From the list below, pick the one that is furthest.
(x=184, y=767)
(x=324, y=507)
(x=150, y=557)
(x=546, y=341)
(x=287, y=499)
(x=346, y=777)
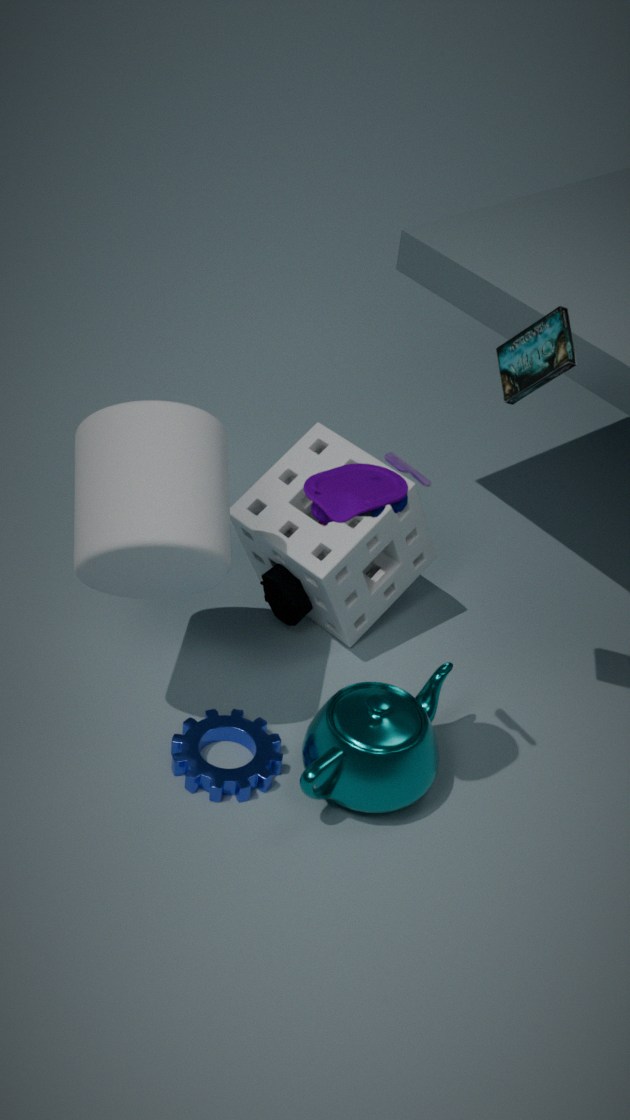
(x=287, y=499)
